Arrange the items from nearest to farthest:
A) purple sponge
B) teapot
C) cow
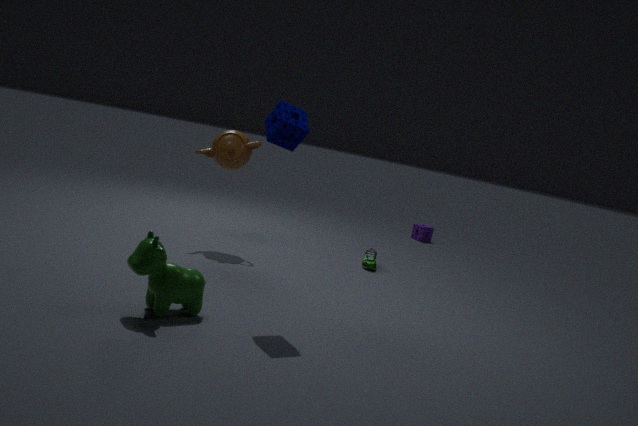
cow → teapot → purple sponge
